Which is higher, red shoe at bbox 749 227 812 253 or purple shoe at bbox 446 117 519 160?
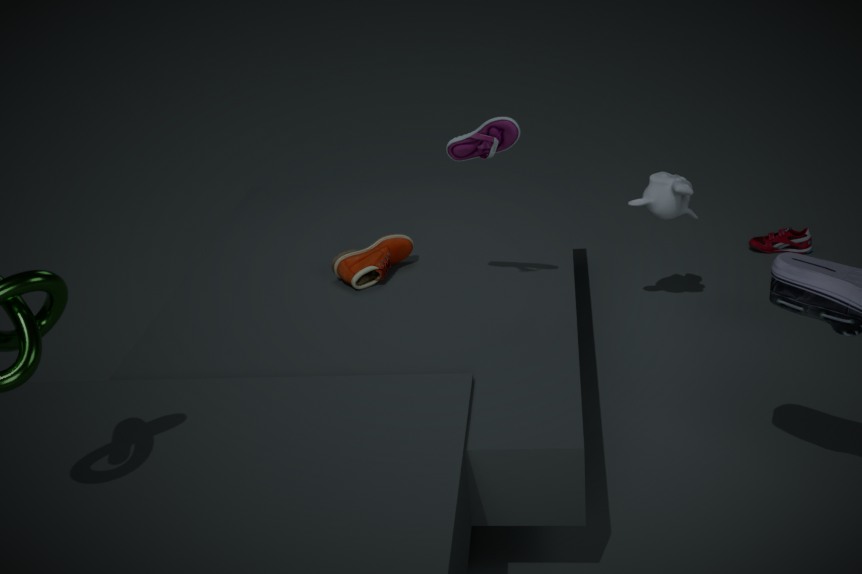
purple shoe at bbox 446 117 519 160
